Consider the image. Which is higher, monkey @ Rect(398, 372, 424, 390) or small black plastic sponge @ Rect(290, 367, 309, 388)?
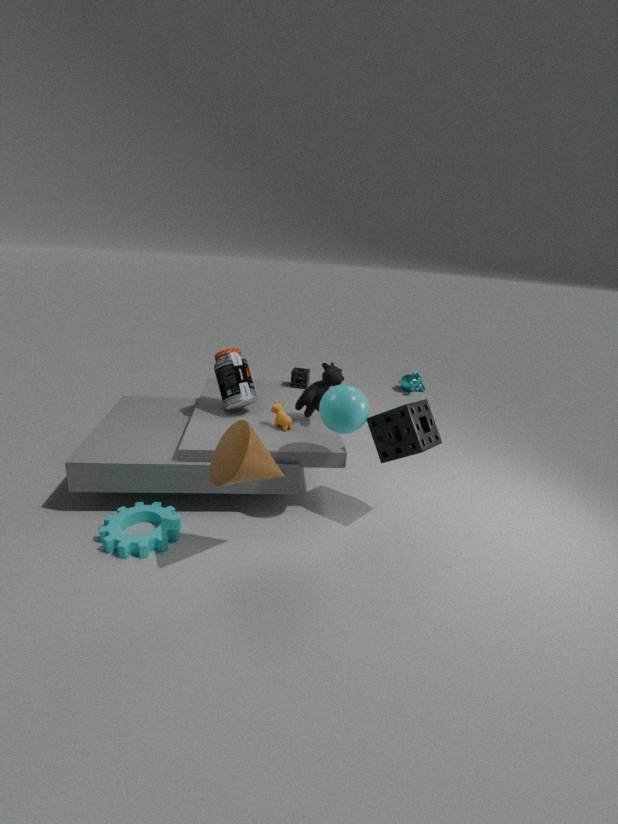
small black plastic sponge @ Rect(290, 367, 309, 388)
